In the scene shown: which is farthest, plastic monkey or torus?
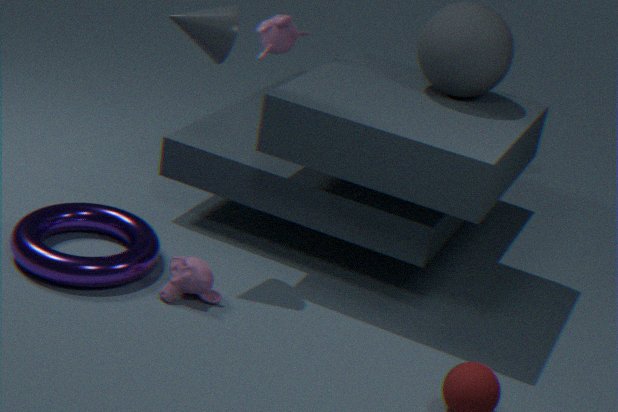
plastic monkey
